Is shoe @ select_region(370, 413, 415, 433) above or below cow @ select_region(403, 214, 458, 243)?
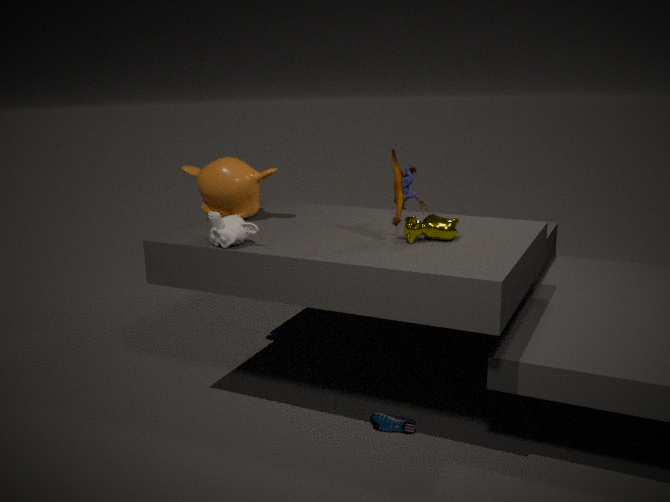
below
